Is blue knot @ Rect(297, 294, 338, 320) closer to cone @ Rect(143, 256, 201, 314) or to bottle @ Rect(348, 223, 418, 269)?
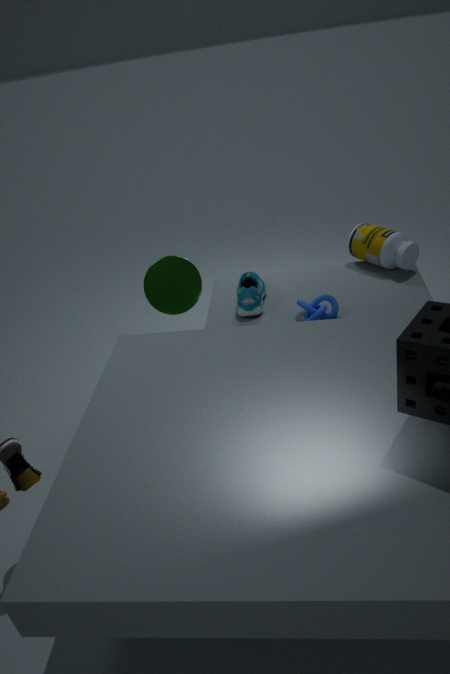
bottle @ Rect(348, 223, 418, 269)
